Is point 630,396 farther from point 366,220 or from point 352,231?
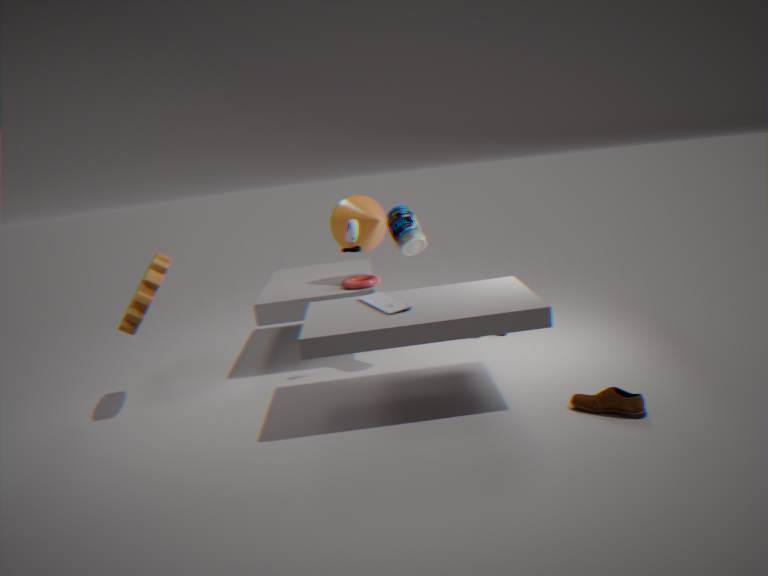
point 366,220
